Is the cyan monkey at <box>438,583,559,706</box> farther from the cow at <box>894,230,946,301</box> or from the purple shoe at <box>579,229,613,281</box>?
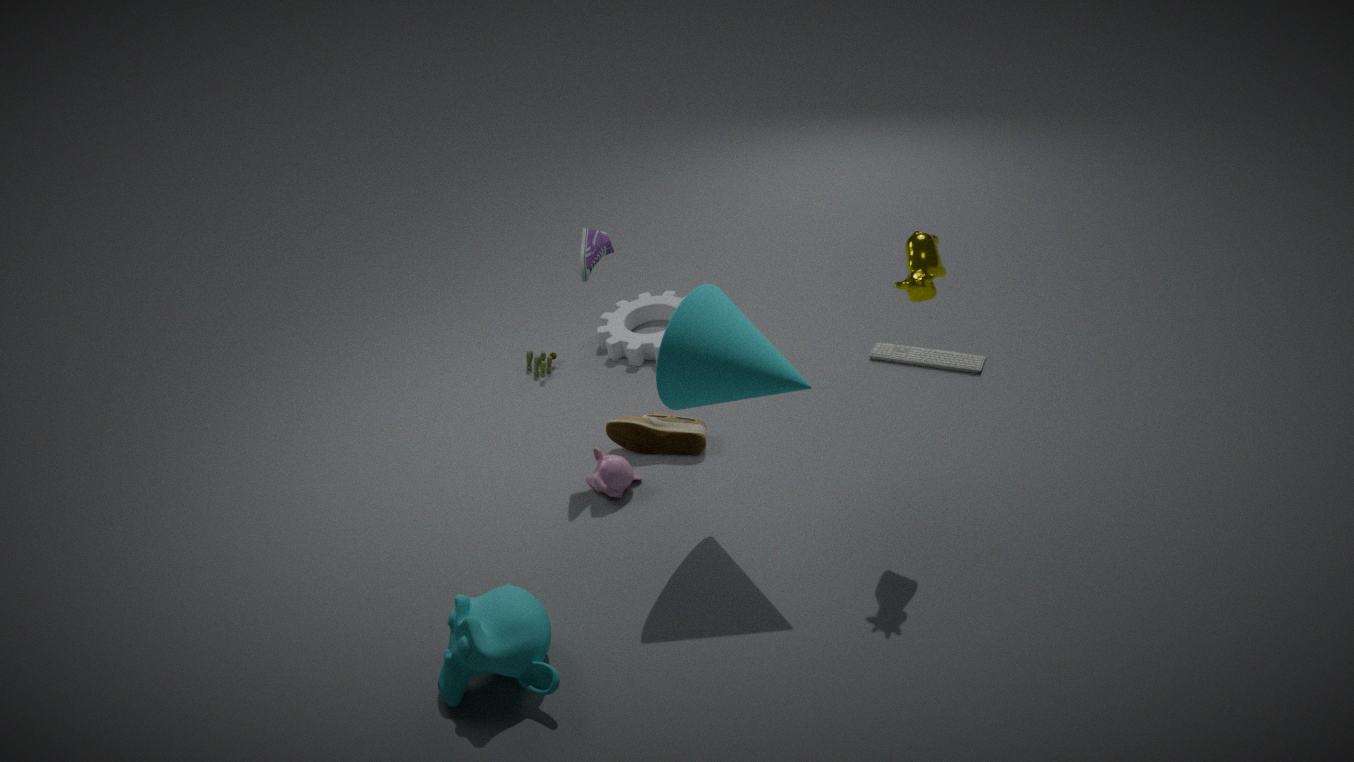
the cow at <box>894,230,946,301</box>
